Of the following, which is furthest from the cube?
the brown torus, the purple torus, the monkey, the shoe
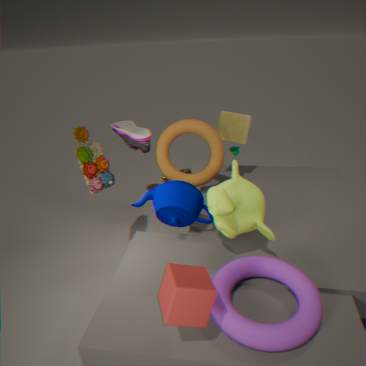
the shoe
